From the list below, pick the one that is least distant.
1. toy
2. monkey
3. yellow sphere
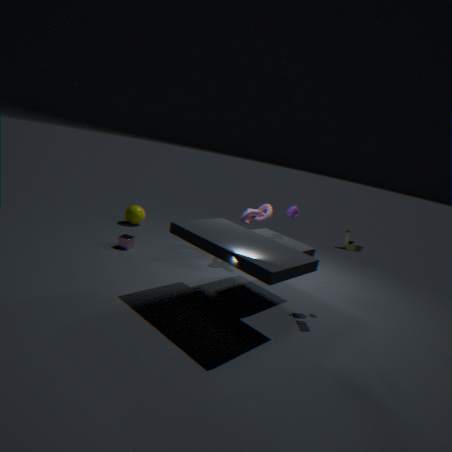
toy
